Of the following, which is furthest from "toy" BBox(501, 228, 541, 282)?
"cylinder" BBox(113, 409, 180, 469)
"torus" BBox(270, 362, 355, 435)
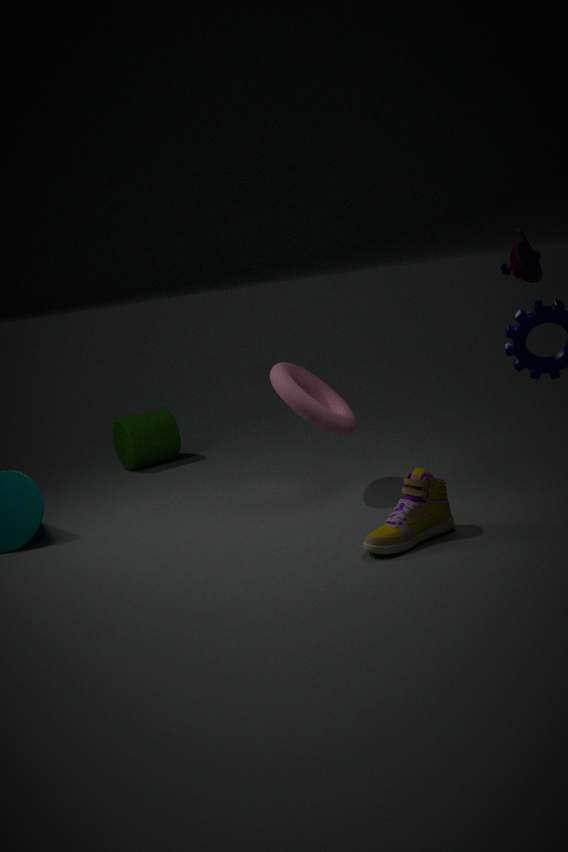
"cylinder" BBox(113, 409, 180, 469)
